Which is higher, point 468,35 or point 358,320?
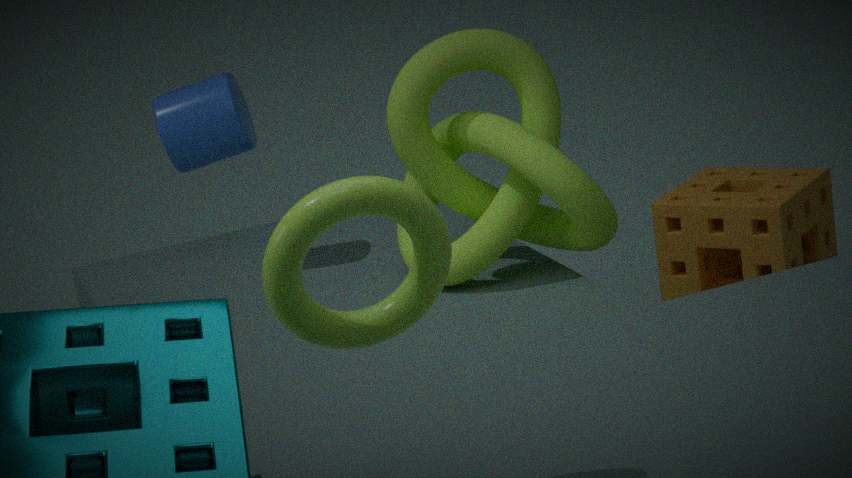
point 358,320
